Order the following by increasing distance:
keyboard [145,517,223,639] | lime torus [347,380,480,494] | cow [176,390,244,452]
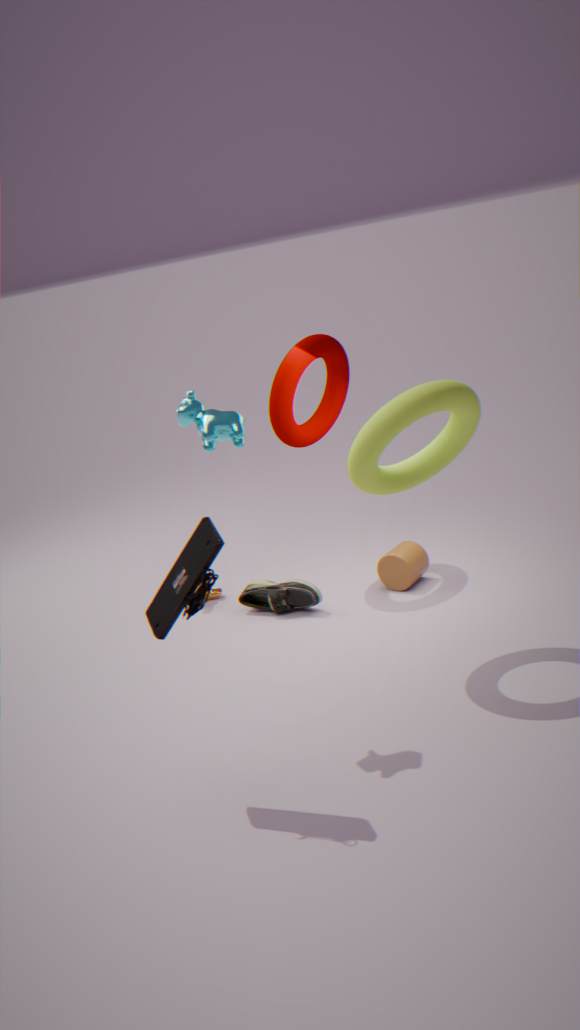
1. keyboard [145,517,223,639]
2. cow [176,390,244,452]
3. lime torus [347,380,480,494]
